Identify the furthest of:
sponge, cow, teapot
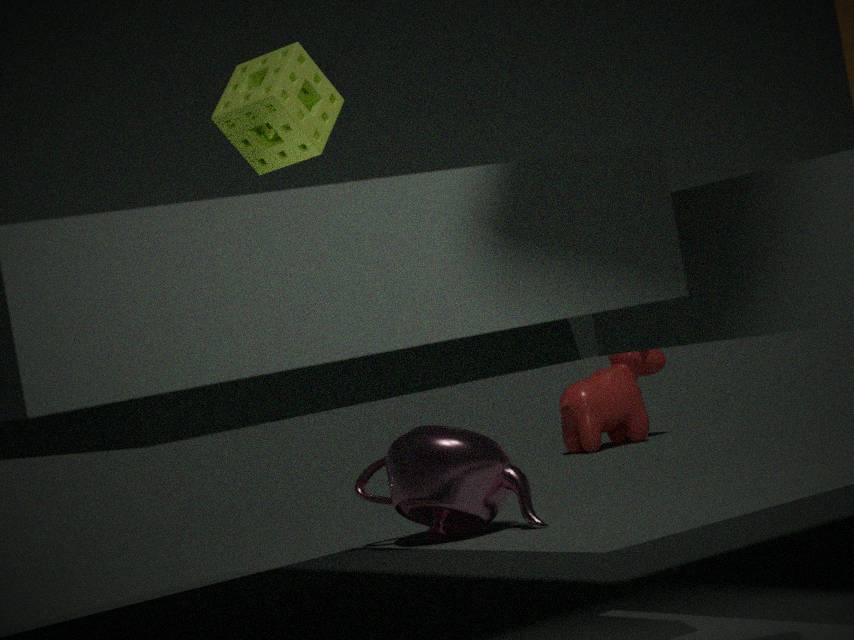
cow
